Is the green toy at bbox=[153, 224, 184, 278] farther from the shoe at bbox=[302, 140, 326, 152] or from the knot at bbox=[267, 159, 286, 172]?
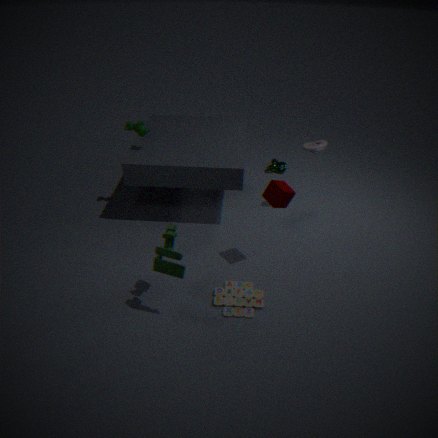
the knot at bbox=[267, 159, 286, 172]
